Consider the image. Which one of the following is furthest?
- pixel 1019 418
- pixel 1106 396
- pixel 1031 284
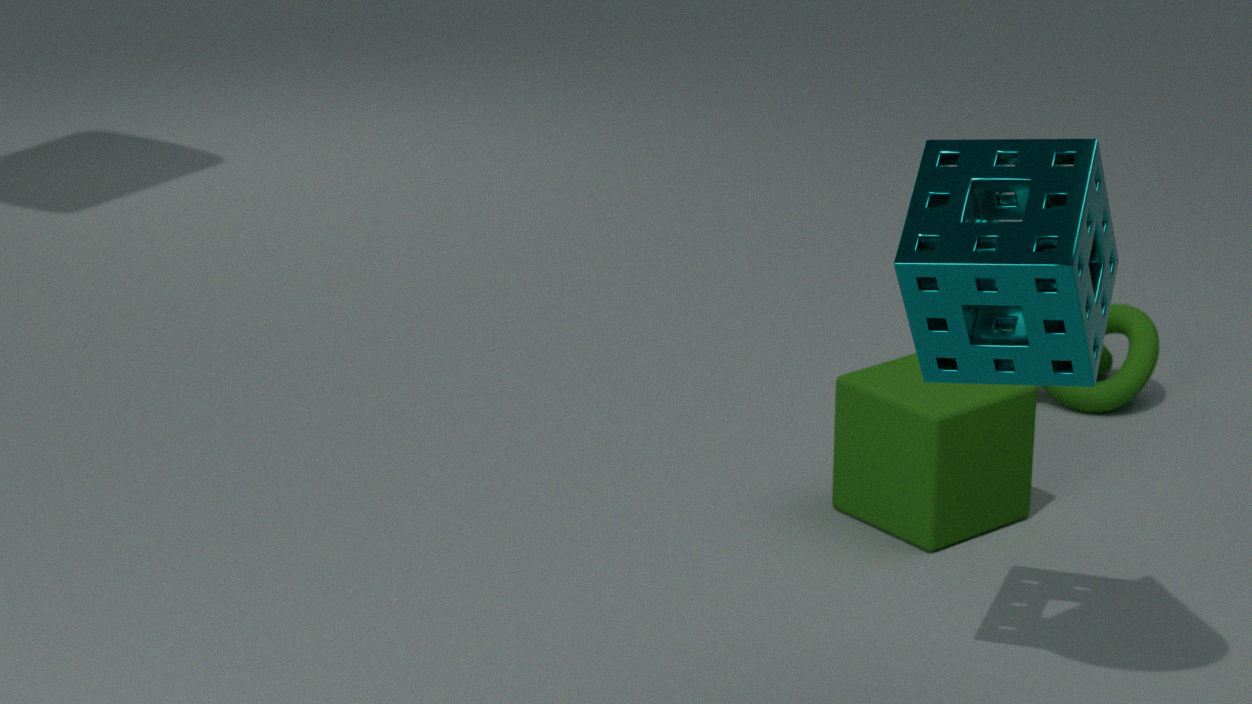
pixel 1106 396
